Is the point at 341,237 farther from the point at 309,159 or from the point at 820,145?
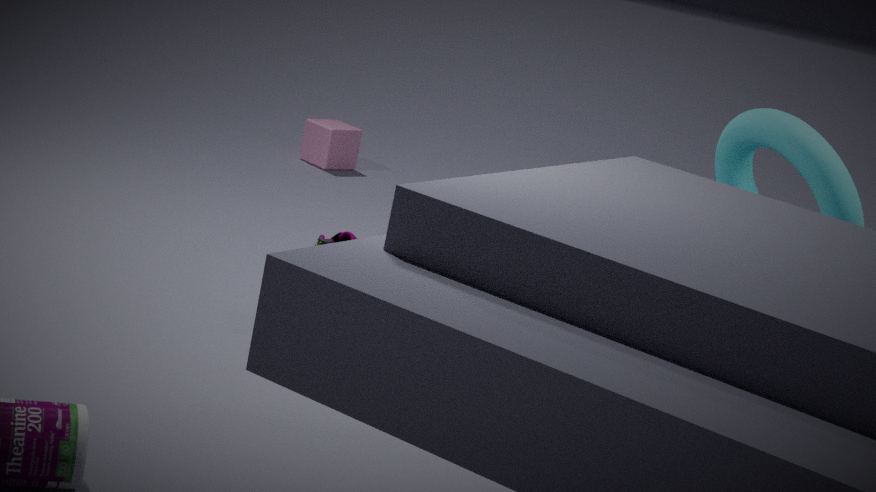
the point at 309,159
